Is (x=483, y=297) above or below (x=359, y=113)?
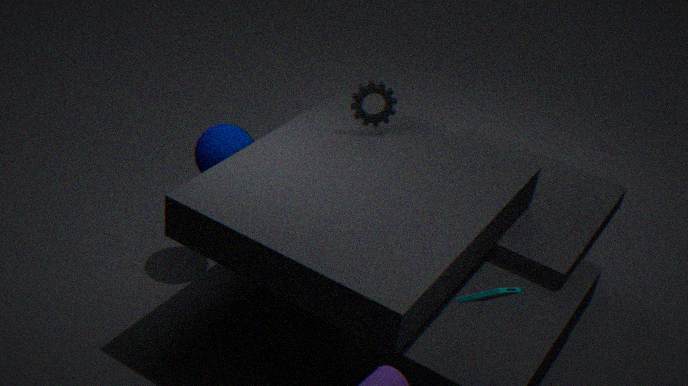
above
